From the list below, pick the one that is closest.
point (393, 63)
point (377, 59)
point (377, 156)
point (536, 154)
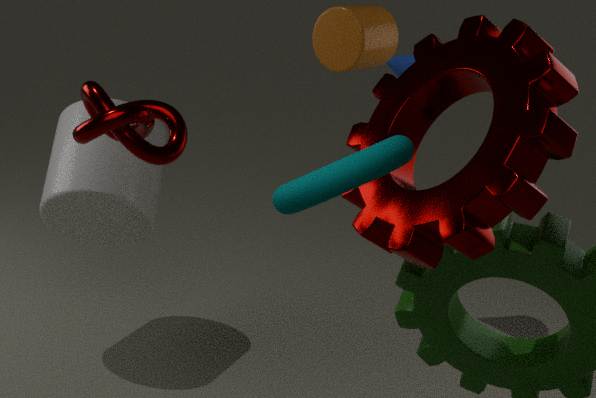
point (377, 156)
